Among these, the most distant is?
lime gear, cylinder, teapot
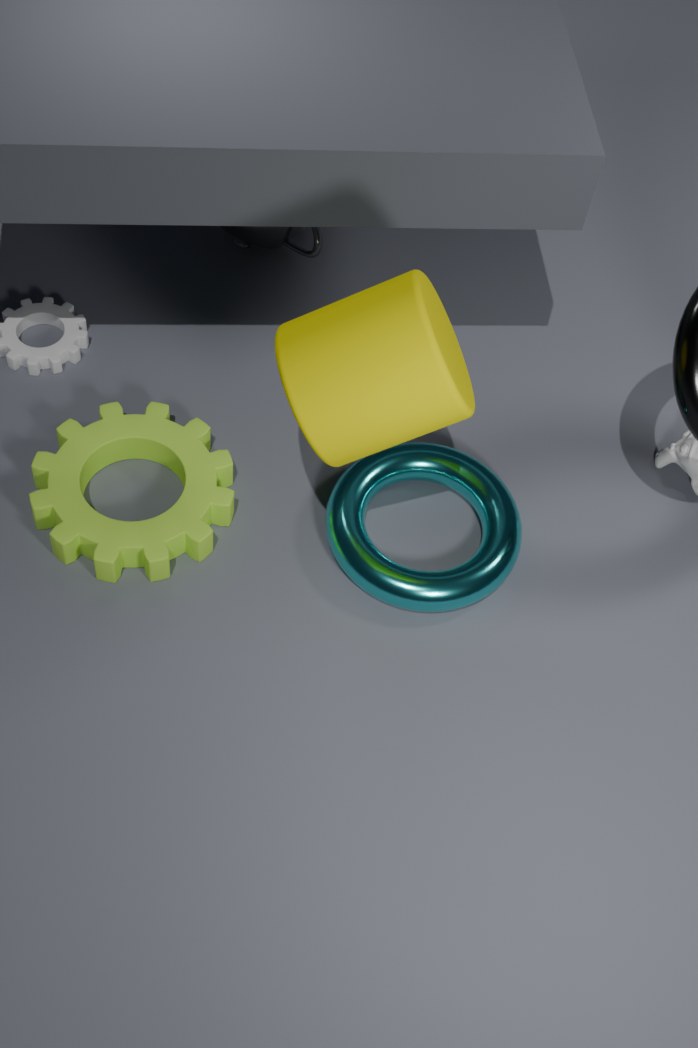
teapot
